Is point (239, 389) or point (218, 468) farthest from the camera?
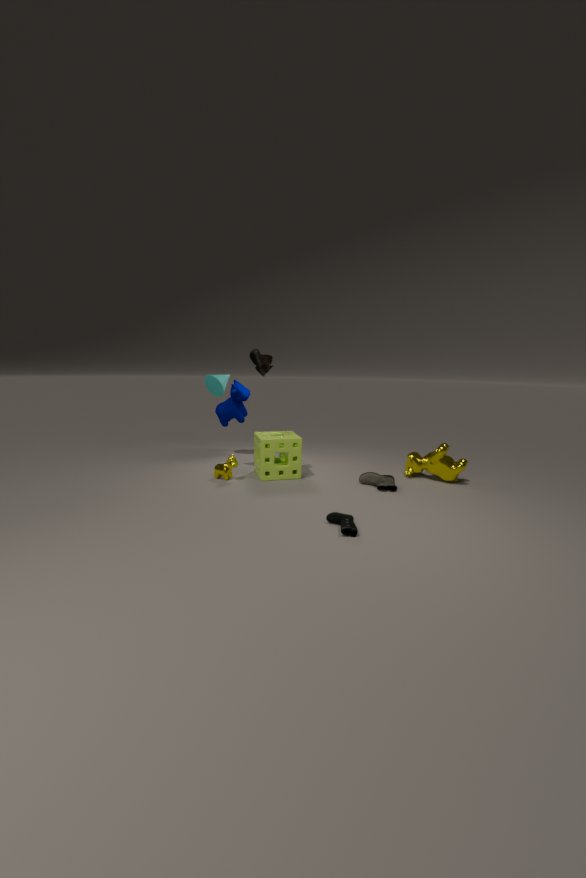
point (239, 389)
